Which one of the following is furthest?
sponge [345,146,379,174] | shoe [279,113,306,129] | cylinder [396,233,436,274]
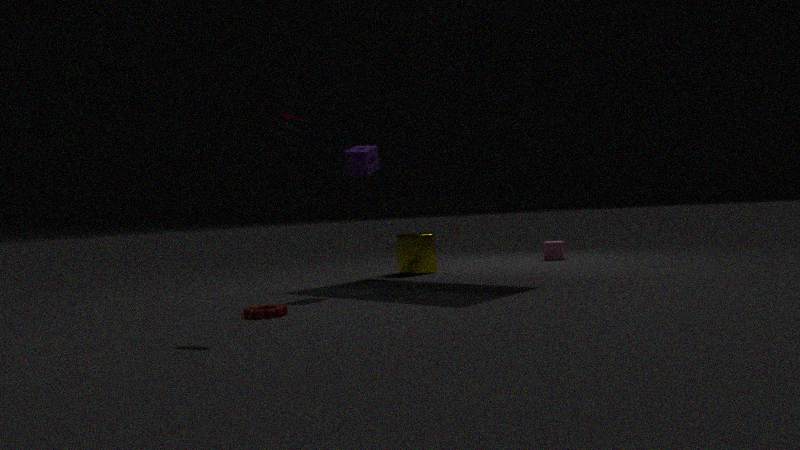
cylinder [396,233,436,274]
